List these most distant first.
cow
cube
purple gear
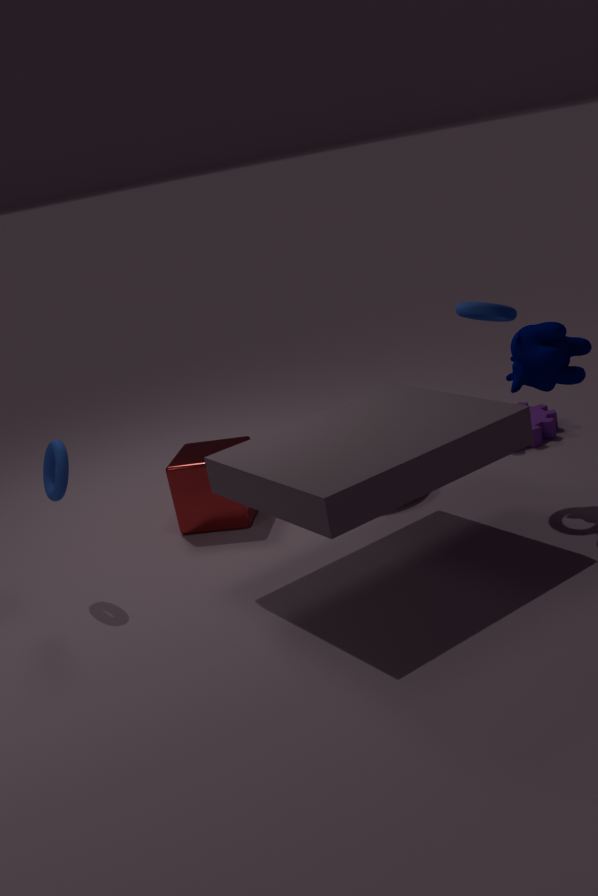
1. purple gear
2. cube
3. cow
